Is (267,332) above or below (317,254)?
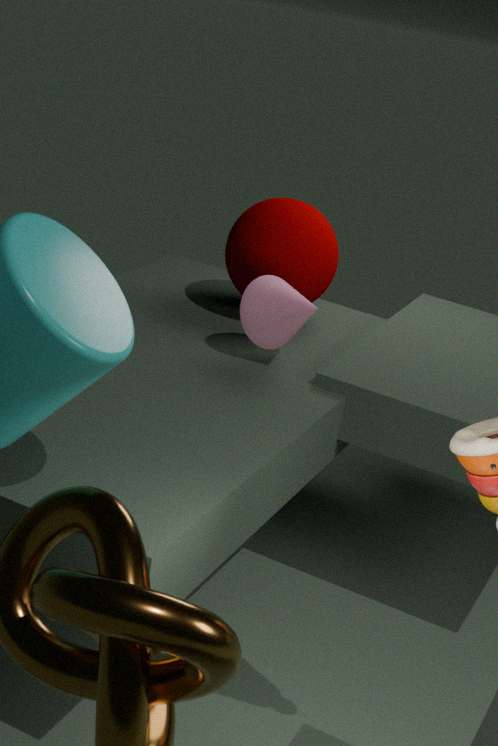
below
